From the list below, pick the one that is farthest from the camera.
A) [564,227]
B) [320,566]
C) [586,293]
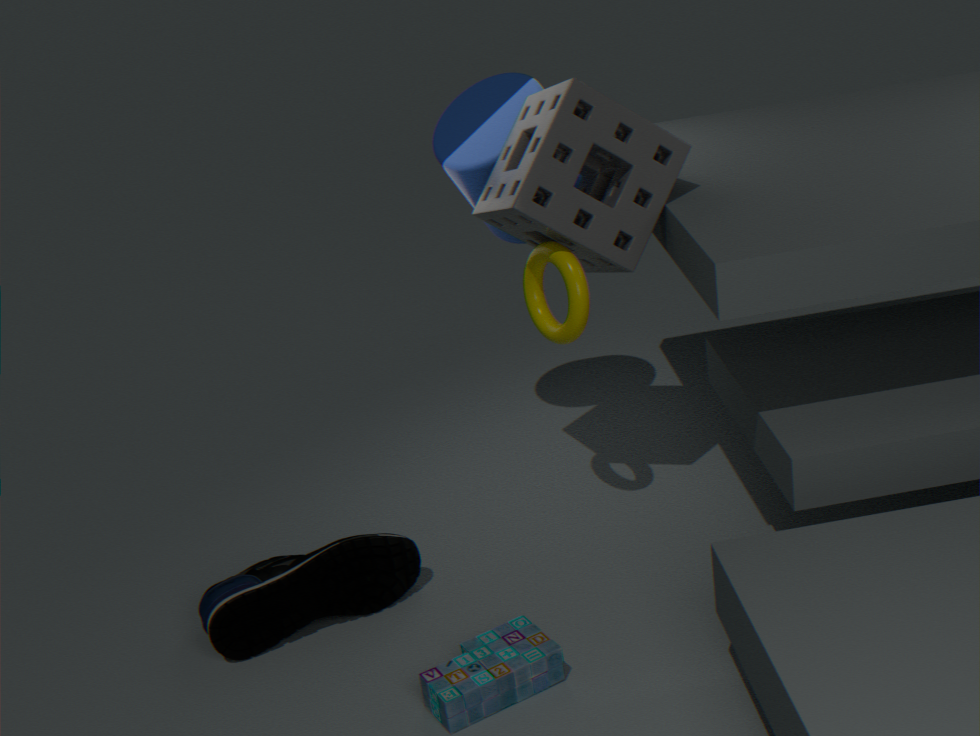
Result: [320,566]
